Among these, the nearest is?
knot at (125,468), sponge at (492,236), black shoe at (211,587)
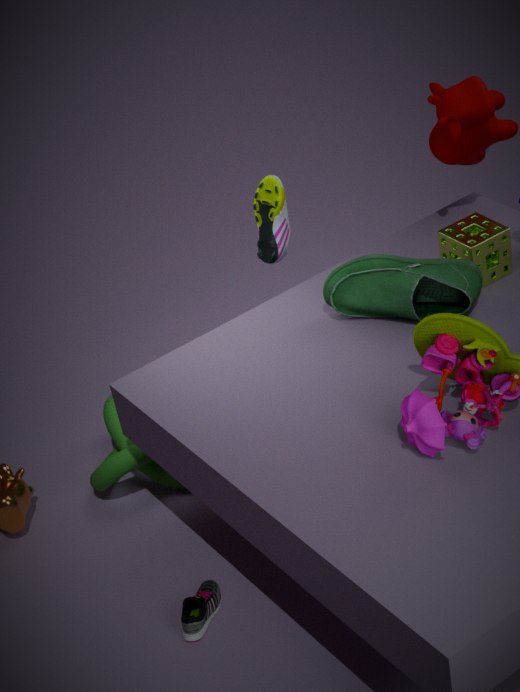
black shoe at (211,587)
